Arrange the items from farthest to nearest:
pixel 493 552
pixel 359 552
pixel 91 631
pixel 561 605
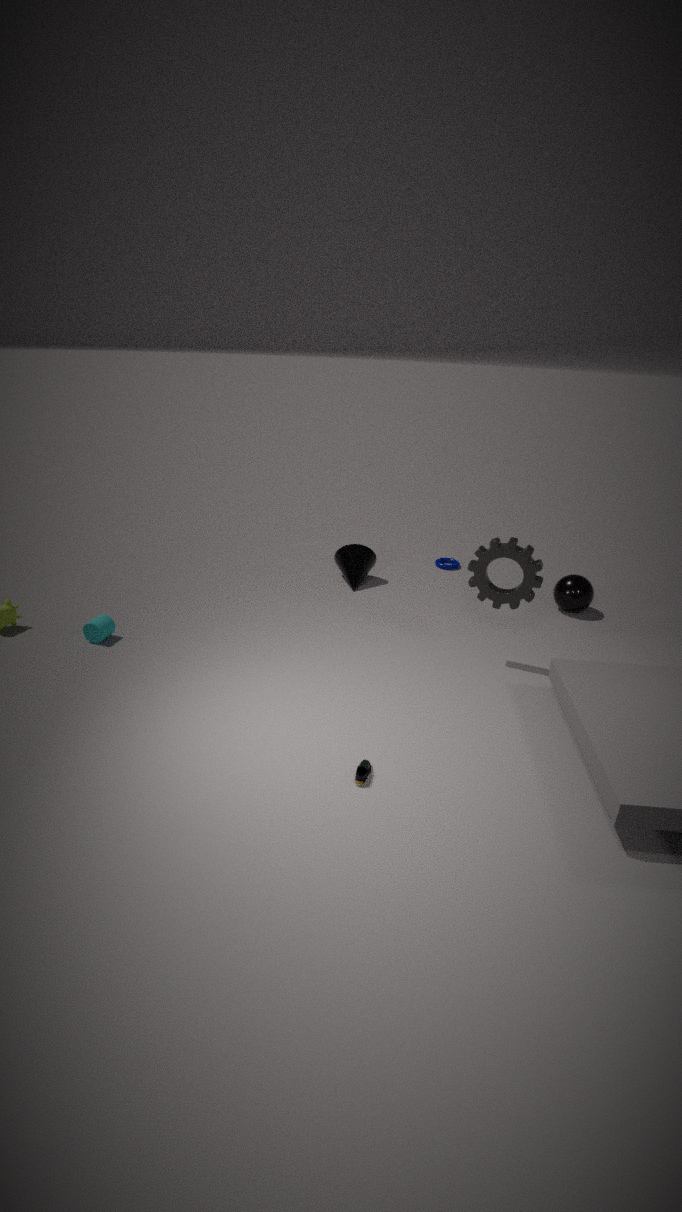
pixel 359 552 < pixel 561 605 < pixel 91 631 < pixel 493 552
